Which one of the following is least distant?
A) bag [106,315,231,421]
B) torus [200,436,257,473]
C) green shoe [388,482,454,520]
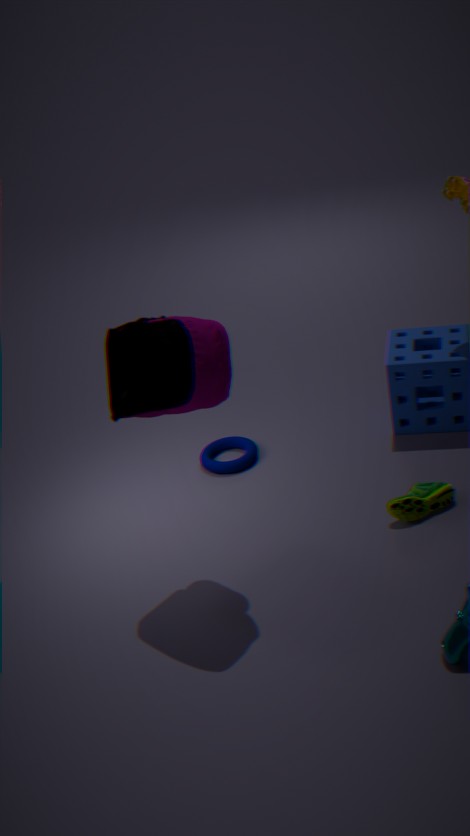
bag [106,315,231,421]
